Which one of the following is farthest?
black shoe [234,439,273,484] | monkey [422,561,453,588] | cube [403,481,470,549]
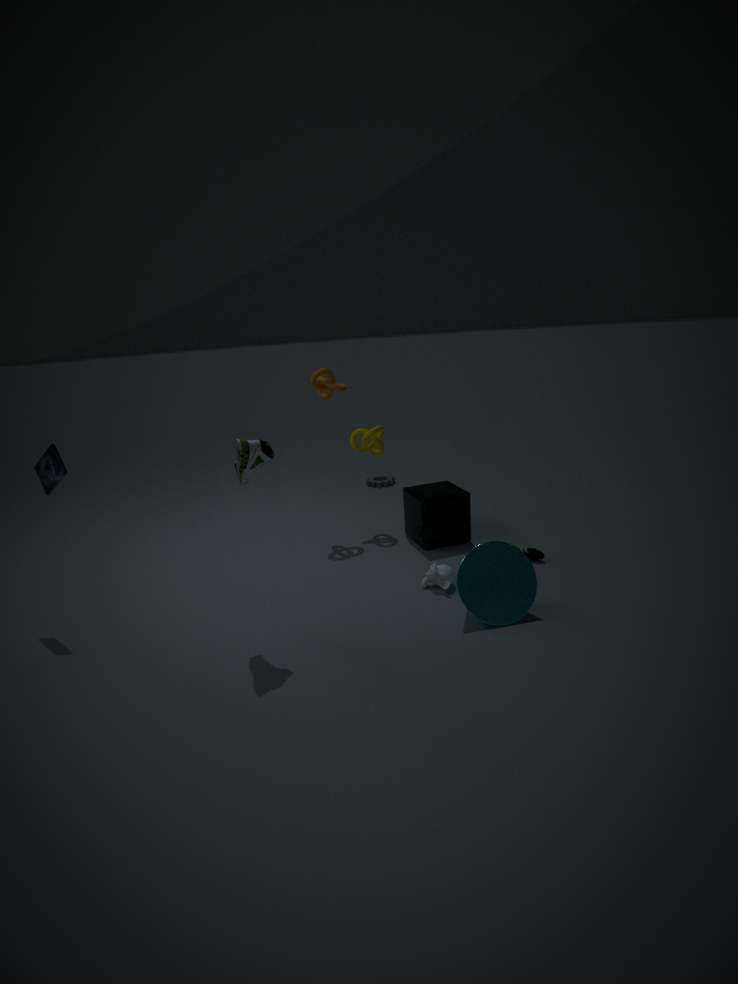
cube [403,481,470,549]
